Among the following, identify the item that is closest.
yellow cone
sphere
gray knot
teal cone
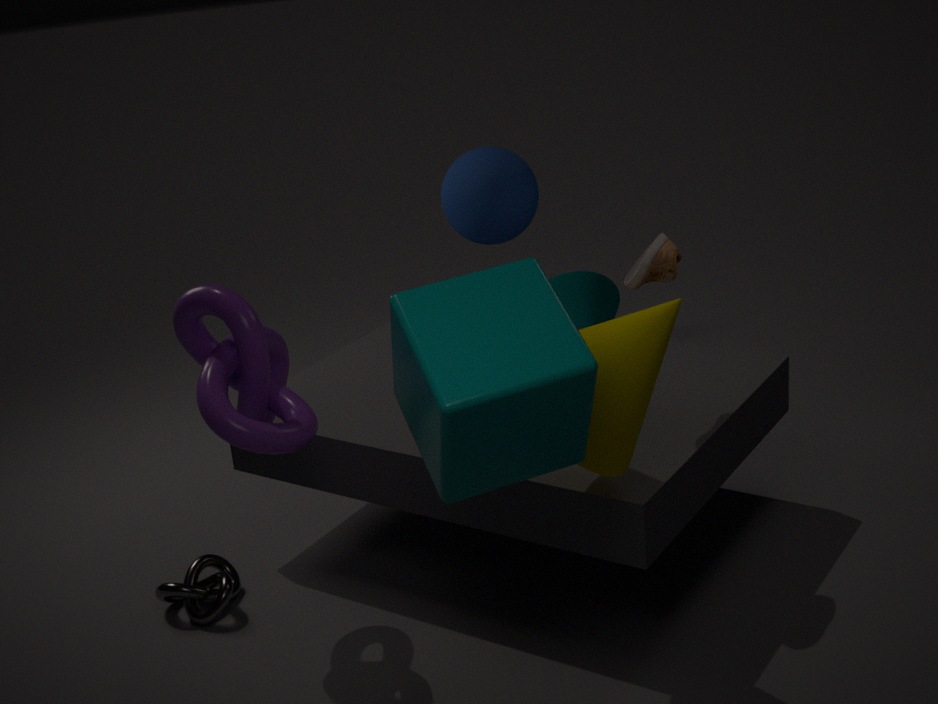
yellow cone
